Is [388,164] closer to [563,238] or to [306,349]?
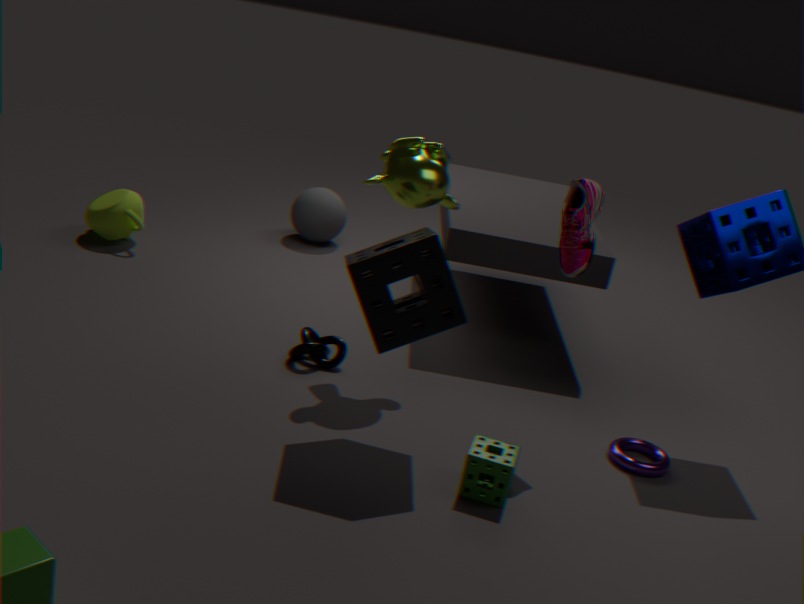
[563,238]
